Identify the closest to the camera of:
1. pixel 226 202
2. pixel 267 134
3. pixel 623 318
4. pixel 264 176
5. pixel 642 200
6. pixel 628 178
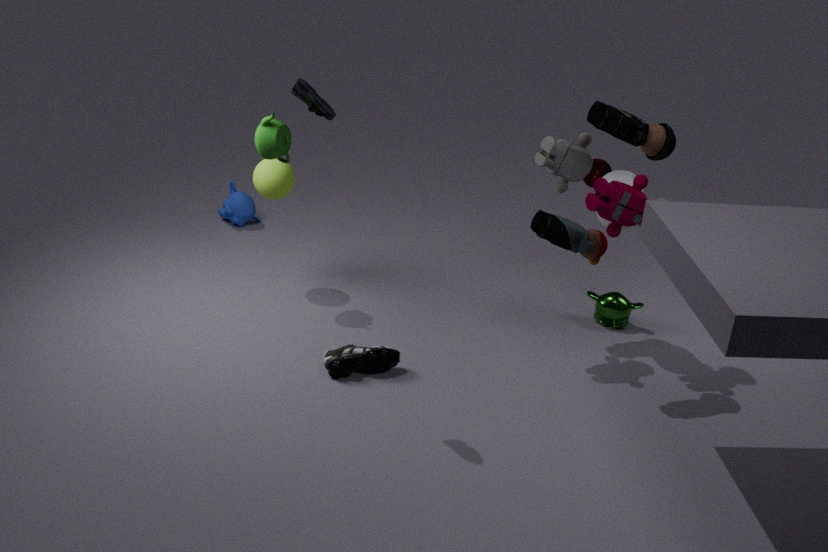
pixel 642 200
